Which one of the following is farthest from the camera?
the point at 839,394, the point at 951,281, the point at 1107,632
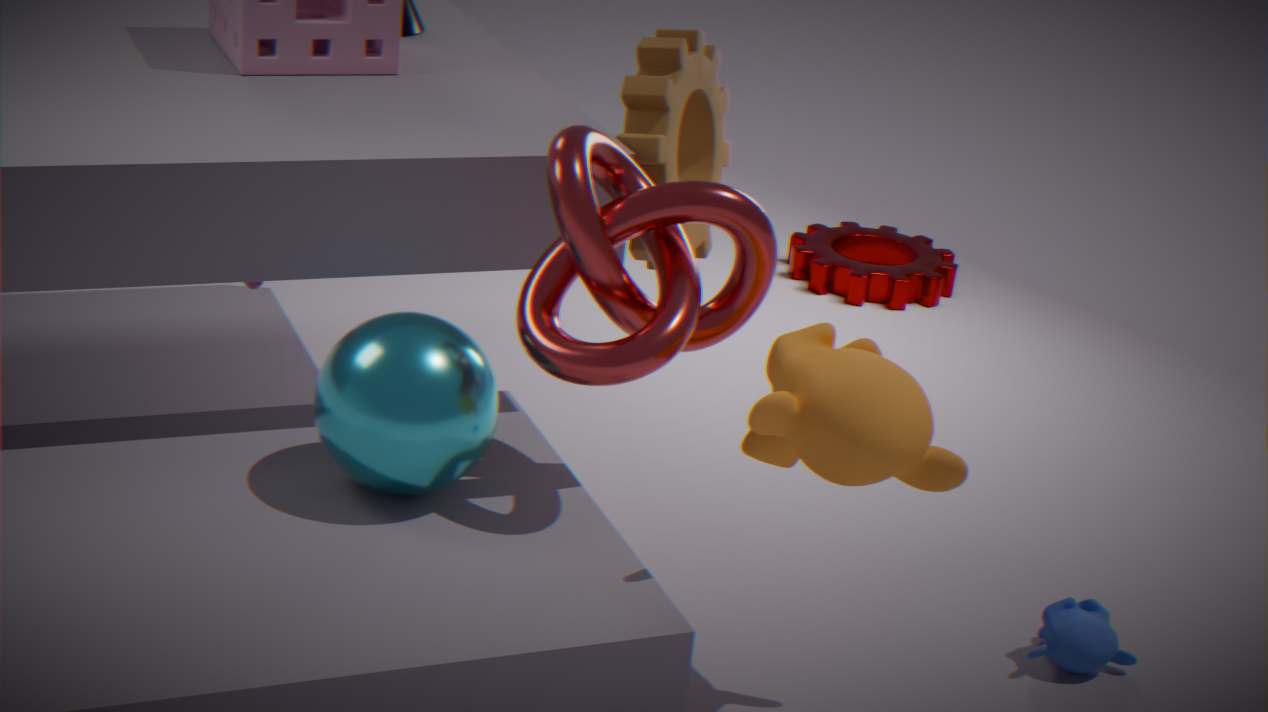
the point at 951,281
